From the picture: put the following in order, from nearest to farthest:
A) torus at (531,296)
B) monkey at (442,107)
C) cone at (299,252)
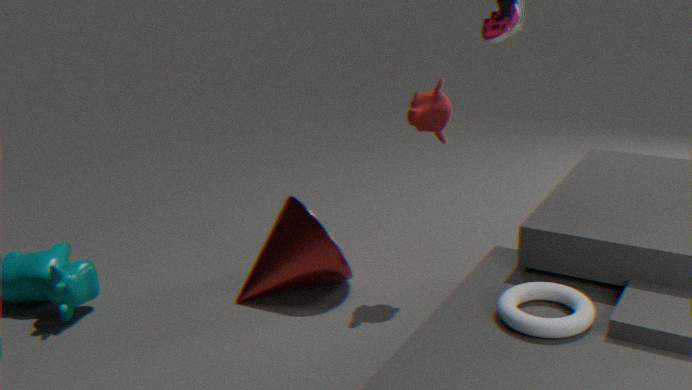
torus at (531,296) < monkey at (442,107) < cone at (299,252)
